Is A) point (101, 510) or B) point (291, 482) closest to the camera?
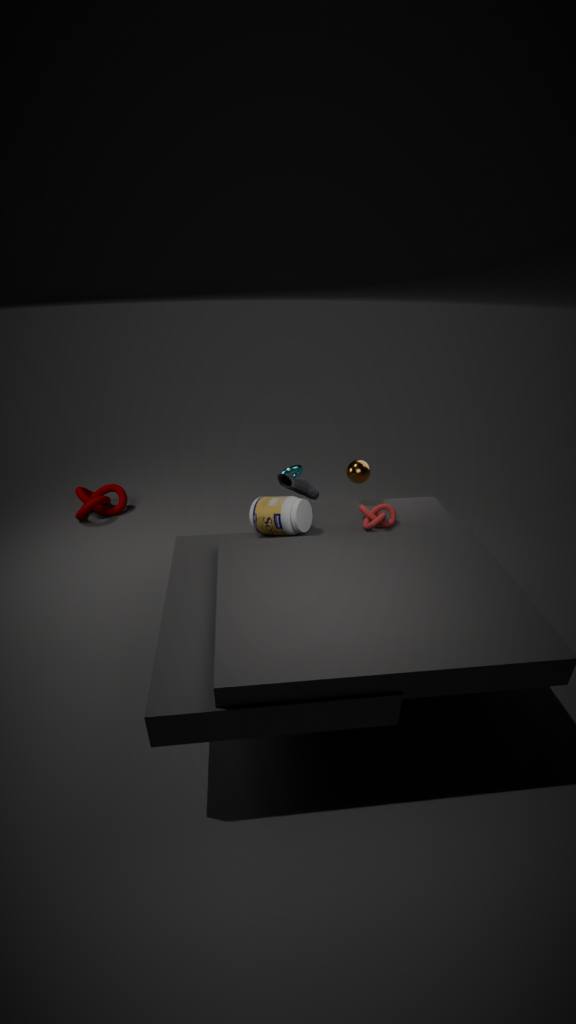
B. point (291, 482)
